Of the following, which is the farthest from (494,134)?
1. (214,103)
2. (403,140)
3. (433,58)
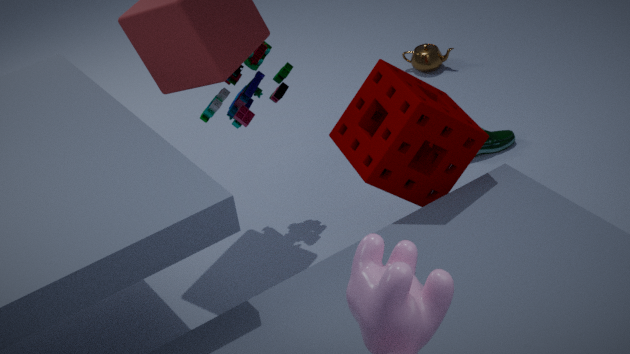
(214,103)
